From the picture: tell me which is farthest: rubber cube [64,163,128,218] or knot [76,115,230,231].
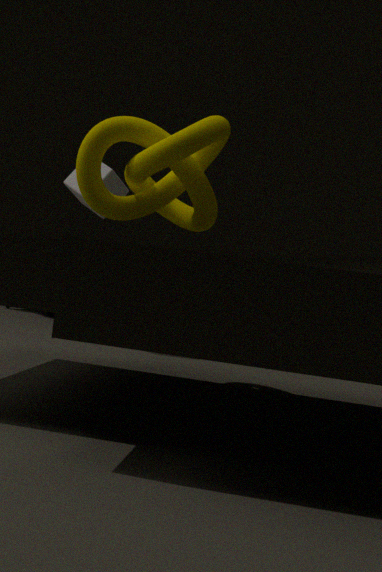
rubber cube [64,163,128,218]
